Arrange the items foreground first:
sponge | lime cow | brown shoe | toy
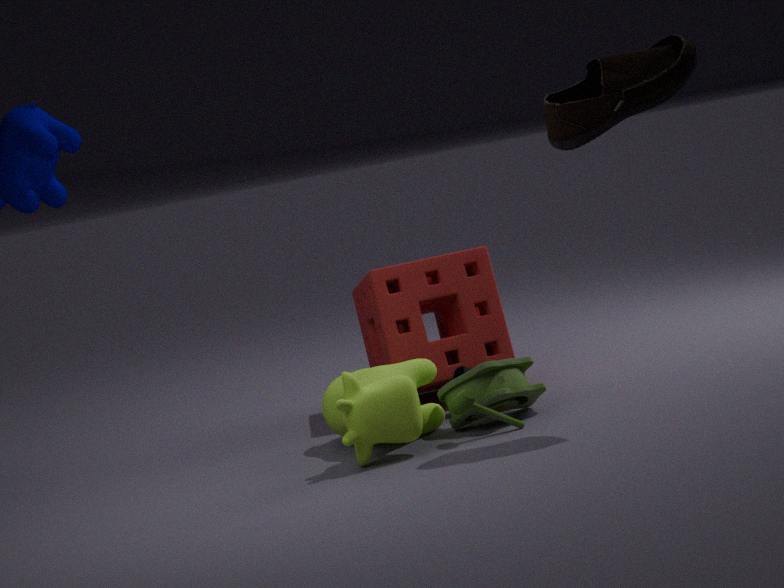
brown shoe < lime cow < toy < sponge
